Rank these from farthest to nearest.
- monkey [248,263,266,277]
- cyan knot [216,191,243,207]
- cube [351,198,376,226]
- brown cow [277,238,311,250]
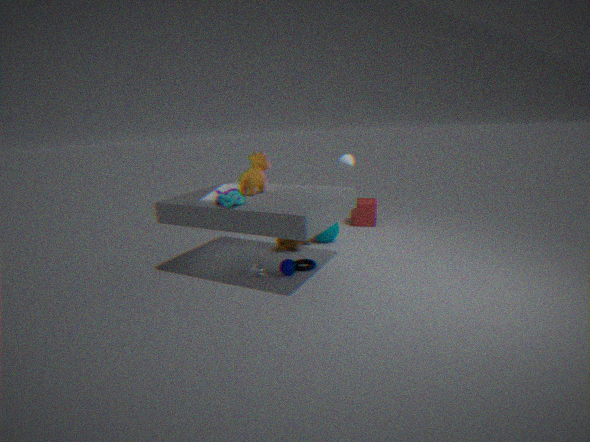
cube [351,198,376,226]
brown cow [277,238,311,250]
monkey [248,263,266,277]
cyan knot [216,191,243,207]
